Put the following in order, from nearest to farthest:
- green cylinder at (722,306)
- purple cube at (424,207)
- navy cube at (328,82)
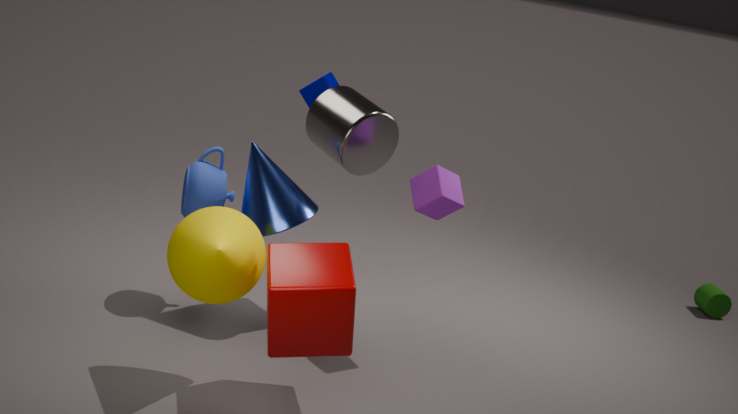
purple cube at (424,207), navy cube at (328,82), green cylinder at (722,306)
